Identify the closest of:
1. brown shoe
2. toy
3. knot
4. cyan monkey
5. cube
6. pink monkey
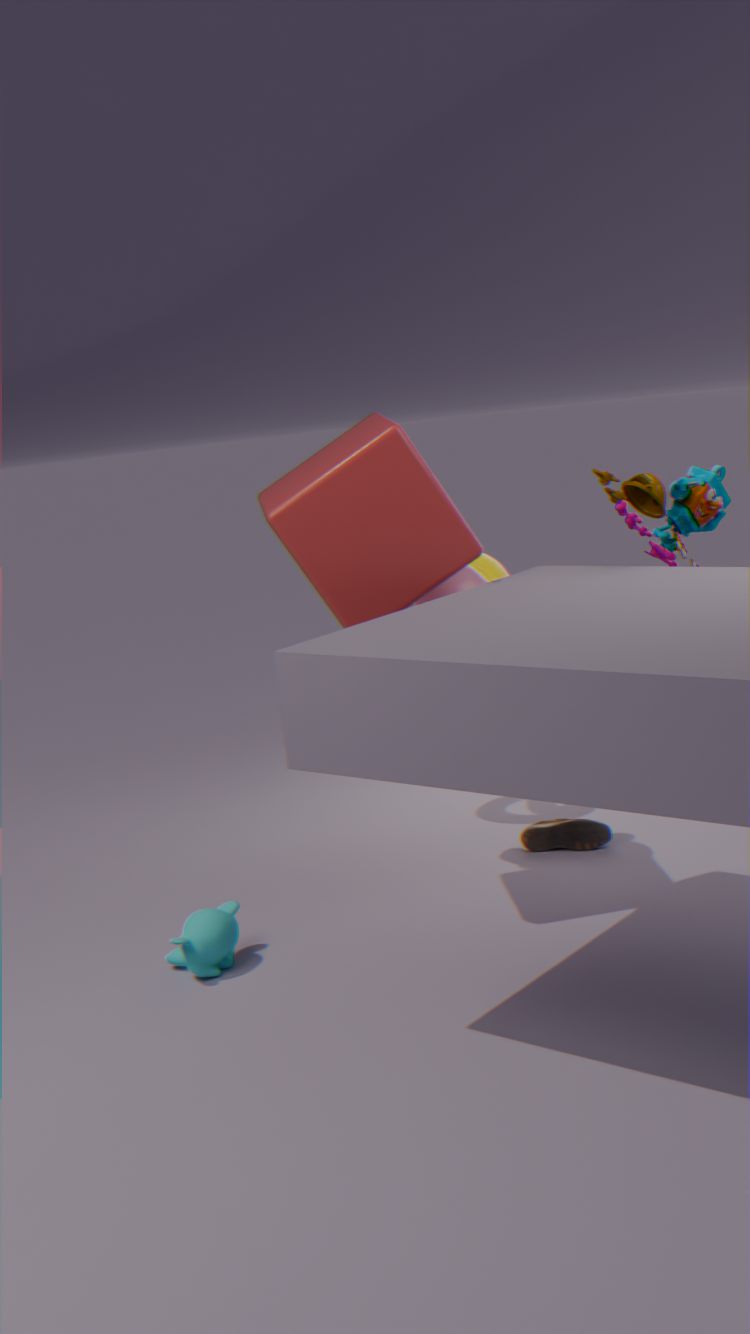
cube
